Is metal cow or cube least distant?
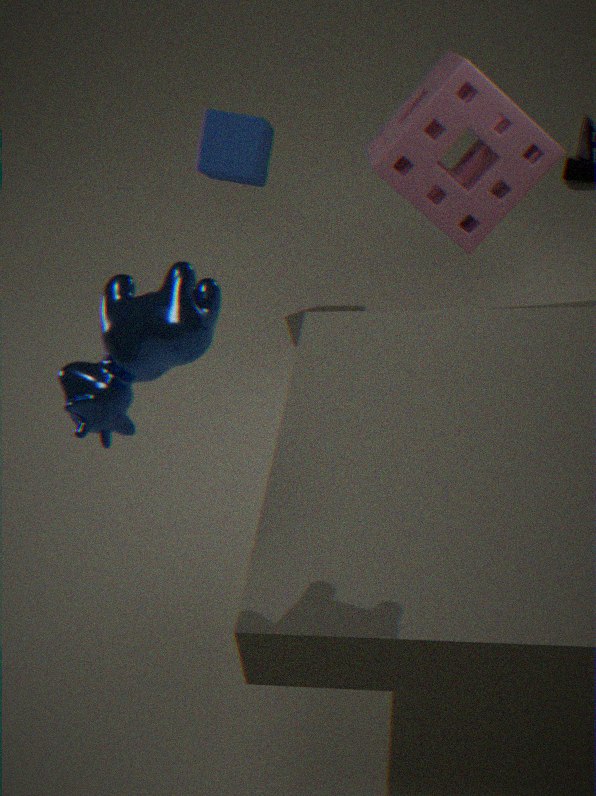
metal cow
